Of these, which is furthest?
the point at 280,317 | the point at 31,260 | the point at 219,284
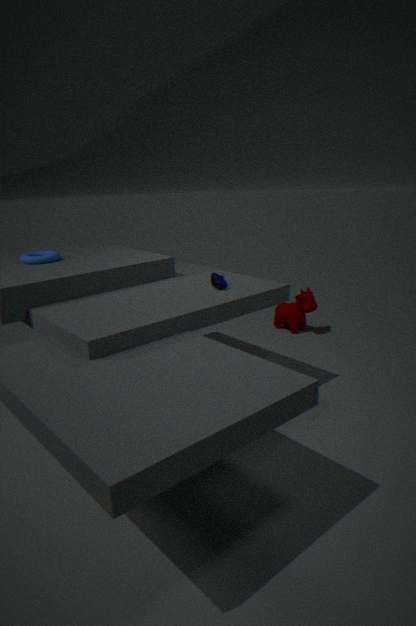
the point at 280,317
